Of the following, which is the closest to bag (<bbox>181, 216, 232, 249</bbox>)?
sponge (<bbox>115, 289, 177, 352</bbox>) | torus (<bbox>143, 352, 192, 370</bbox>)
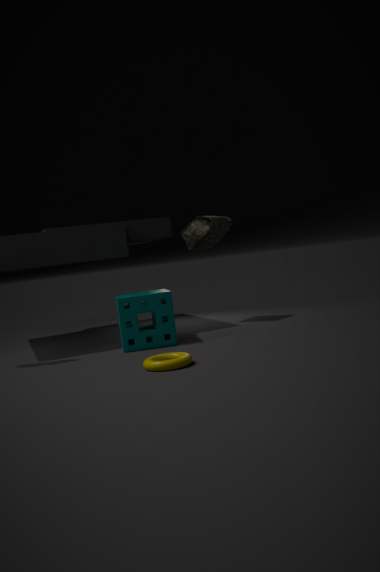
sponge (<bbox>115, 289, 177, 352</bbox>)
